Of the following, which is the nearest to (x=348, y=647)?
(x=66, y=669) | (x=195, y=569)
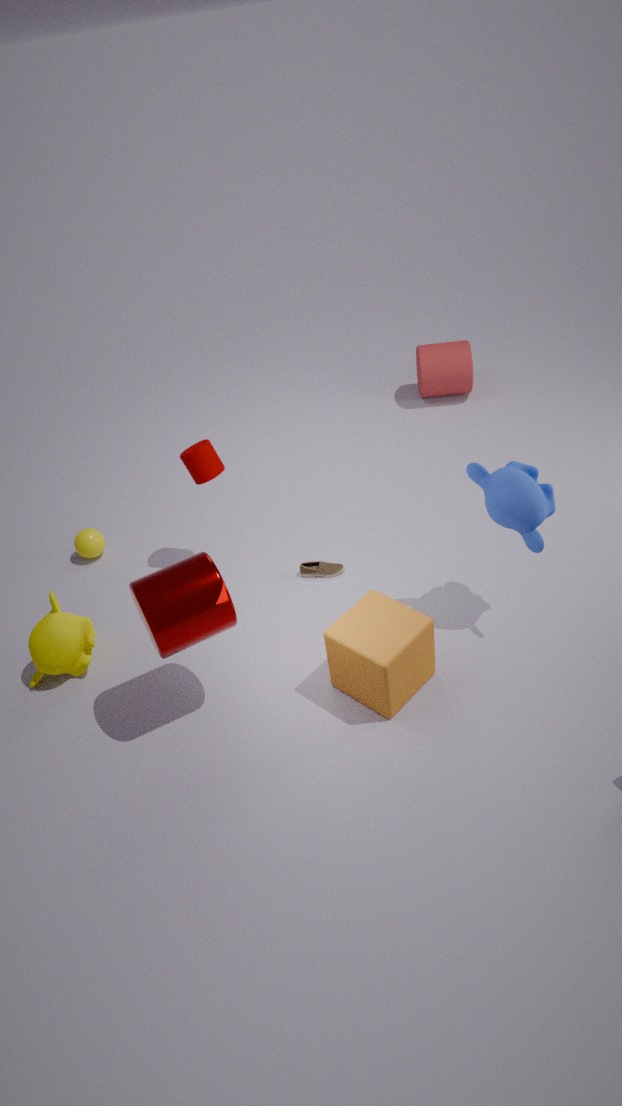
(x=195, y=569)
